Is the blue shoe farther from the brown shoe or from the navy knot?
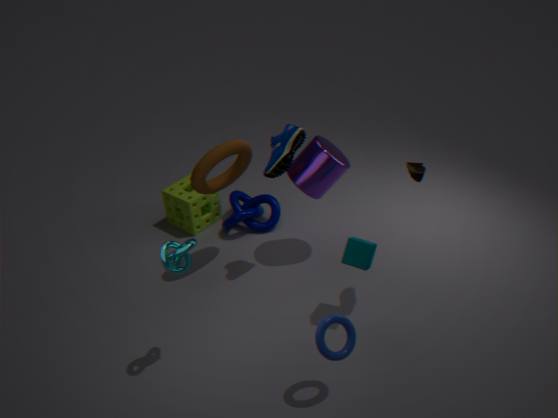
the navy knot
